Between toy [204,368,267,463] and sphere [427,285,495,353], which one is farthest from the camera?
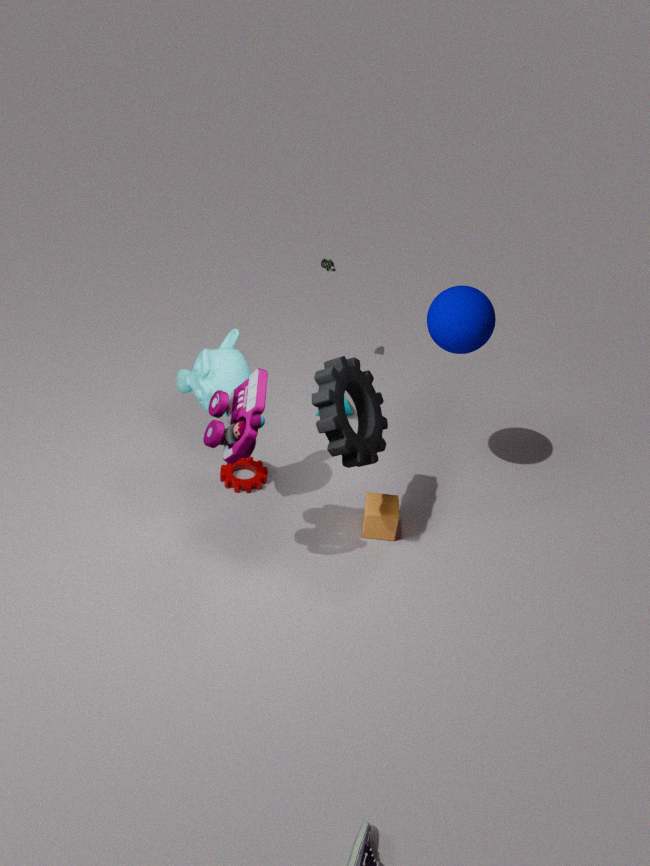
sphere [427,285,495,353]
